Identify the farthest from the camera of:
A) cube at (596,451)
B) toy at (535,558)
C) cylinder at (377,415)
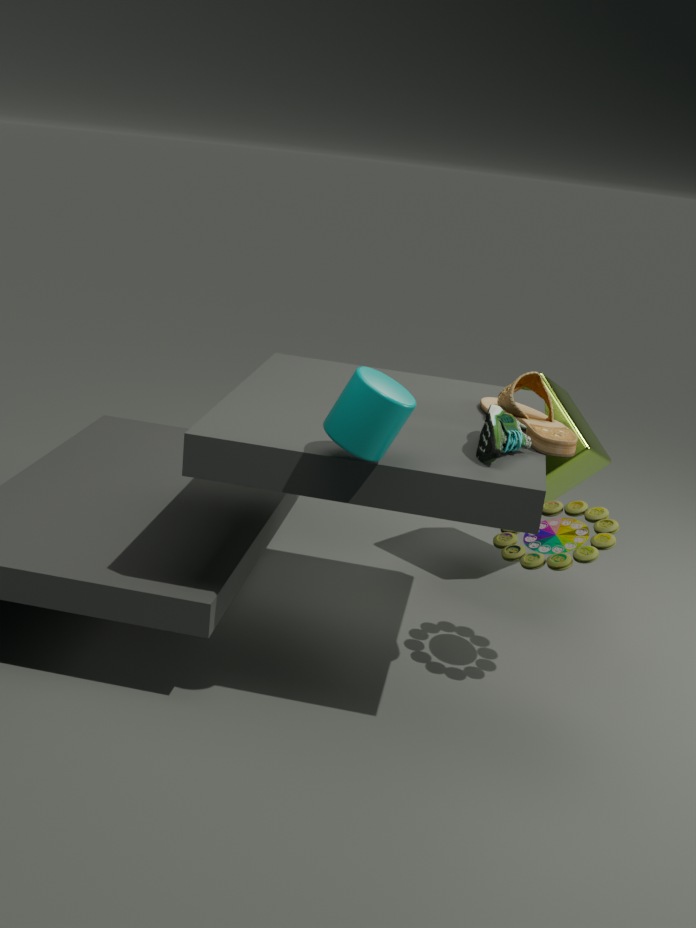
cube at (596,451)
